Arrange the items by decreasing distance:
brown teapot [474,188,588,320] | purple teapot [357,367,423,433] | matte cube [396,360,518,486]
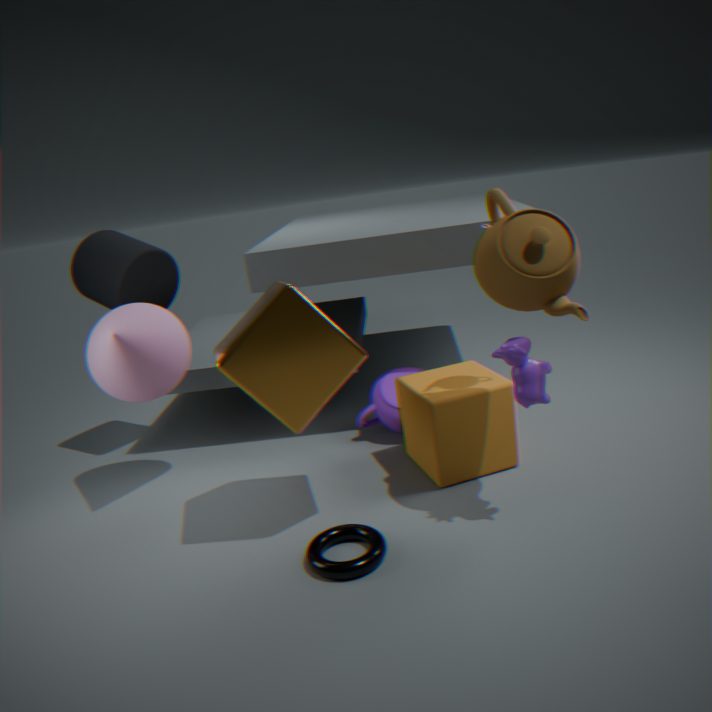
purple teapot [357,367,423,433], matte cube [396,360,518,486], brown teapot [474,188,588,320]
